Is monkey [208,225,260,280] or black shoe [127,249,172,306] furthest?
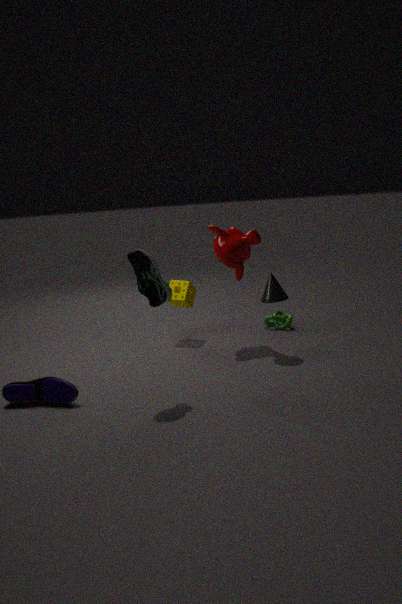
monkey [208,225,260,280]
